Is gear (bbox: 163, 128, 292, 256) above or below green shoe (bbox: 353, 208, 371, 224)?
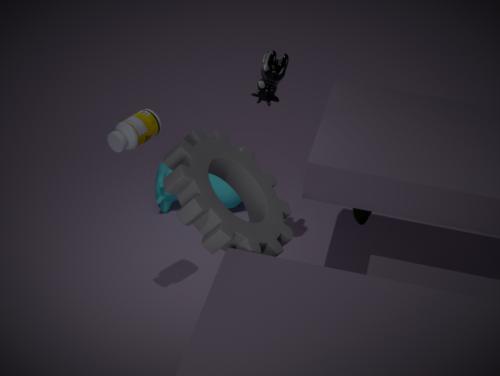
above
